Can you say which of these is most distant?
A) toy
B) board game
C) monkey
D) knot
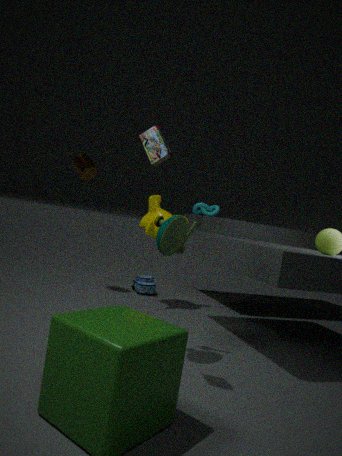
D. knot
